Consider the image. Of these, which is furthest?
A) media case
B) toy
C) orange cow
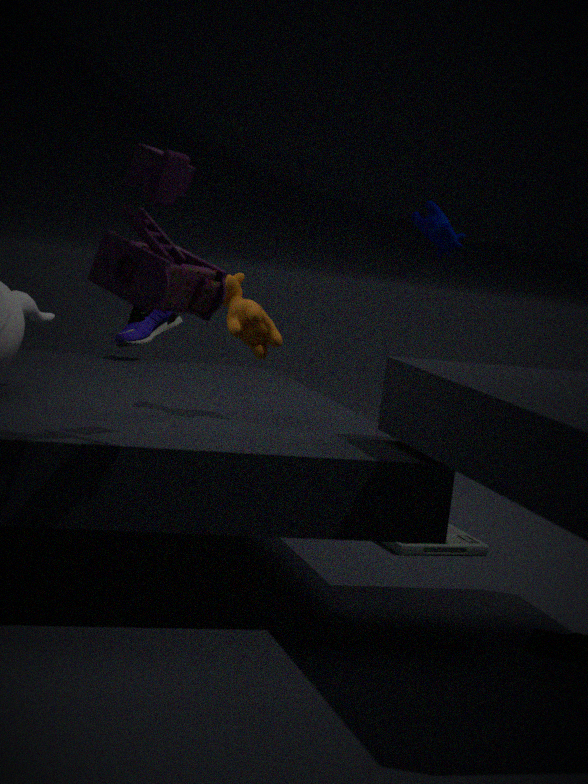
media case
